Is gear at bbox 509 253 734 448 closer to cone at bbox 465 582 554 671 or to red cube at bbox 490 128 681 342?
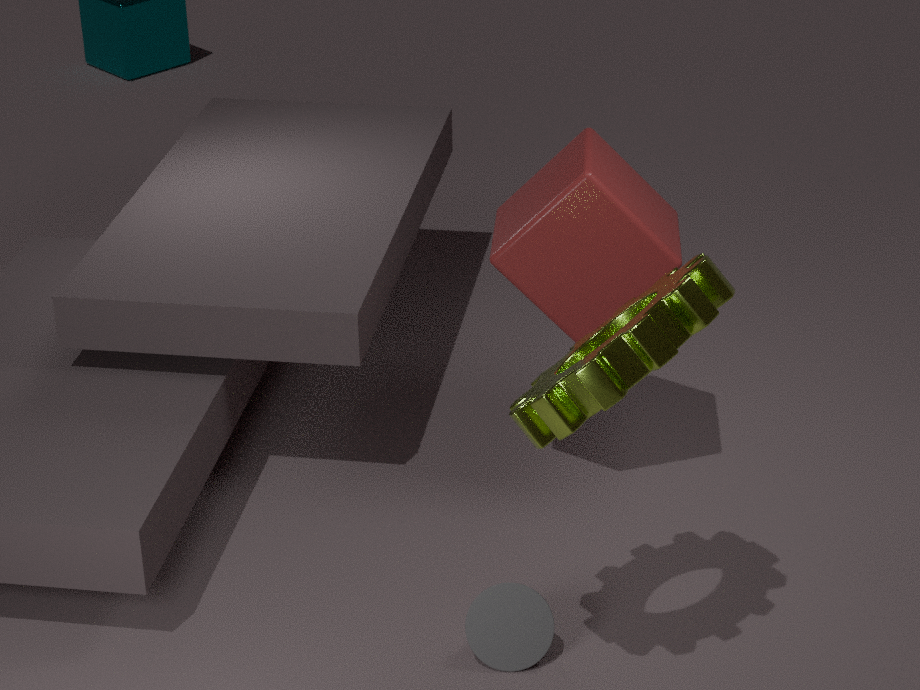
red cube at bbox 490 128 681 342
